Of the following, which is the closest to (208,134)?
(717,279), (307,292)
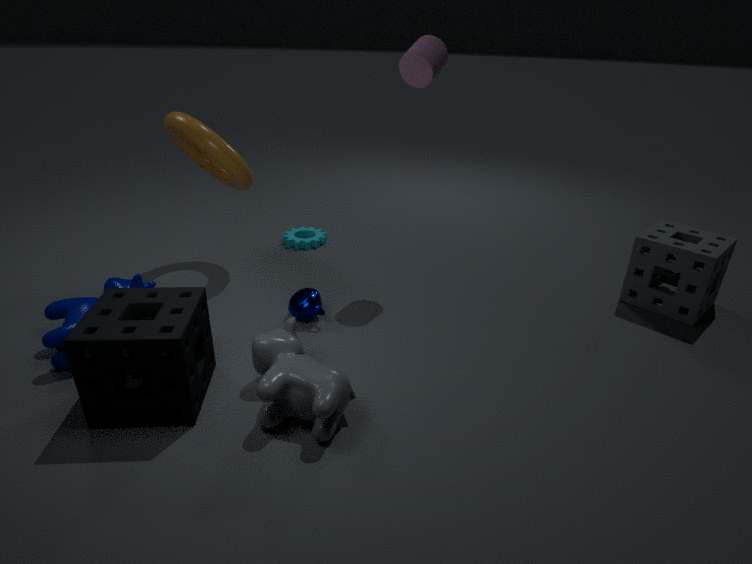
(307,292)
